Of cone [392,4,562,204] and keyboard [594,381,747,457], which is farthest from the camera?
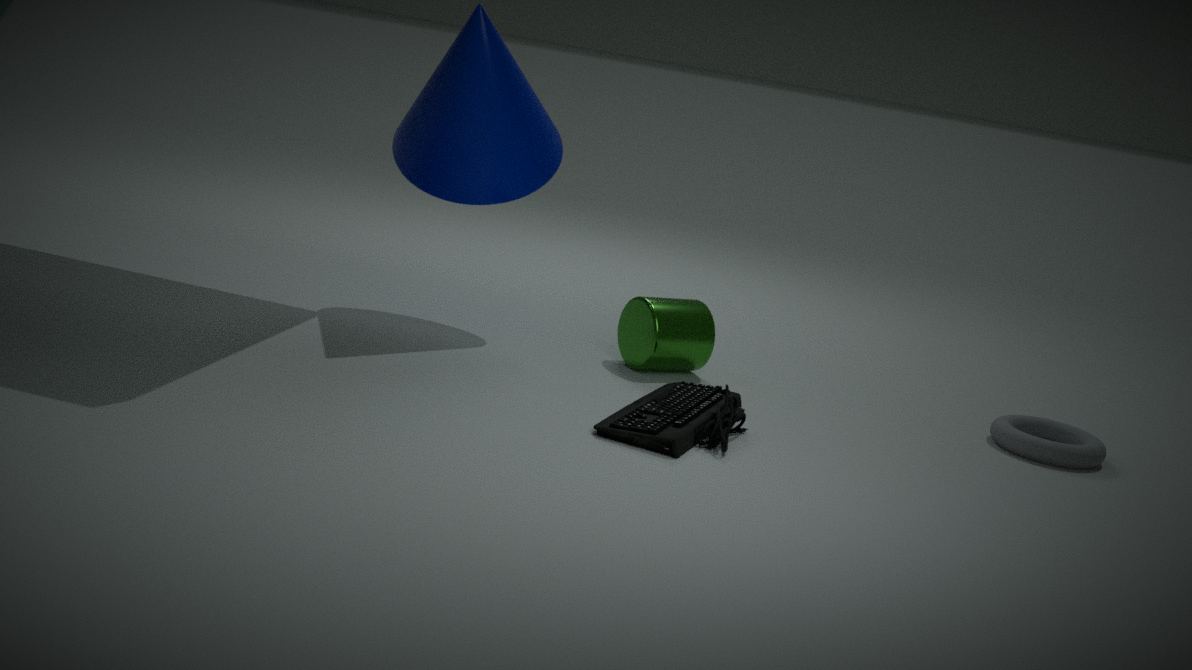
cone [392,4,562,204]
